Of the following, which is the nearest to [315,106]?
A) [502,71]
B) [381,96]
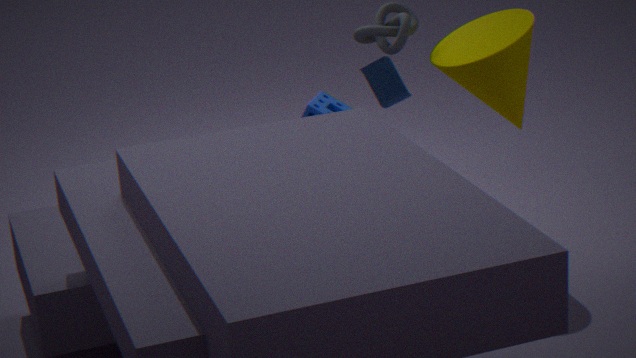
[381,96]
